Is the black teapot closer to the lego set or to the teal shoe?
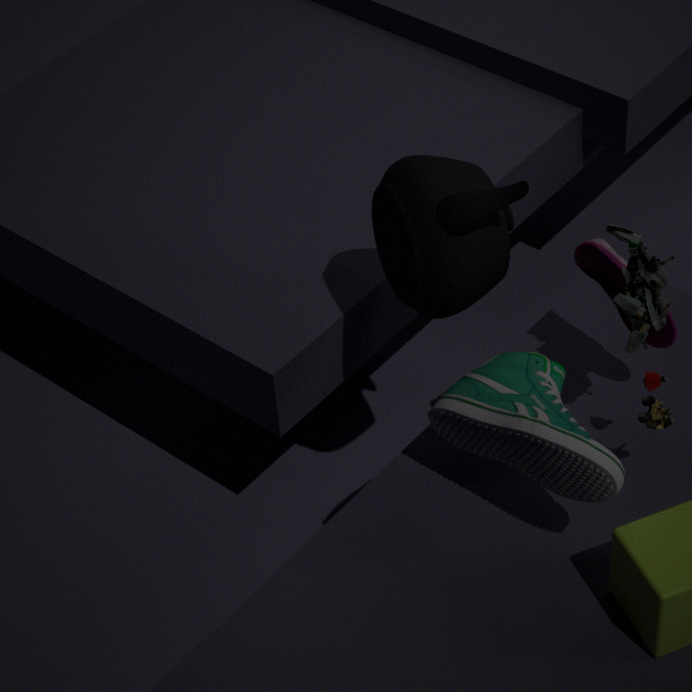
the teal shoe
